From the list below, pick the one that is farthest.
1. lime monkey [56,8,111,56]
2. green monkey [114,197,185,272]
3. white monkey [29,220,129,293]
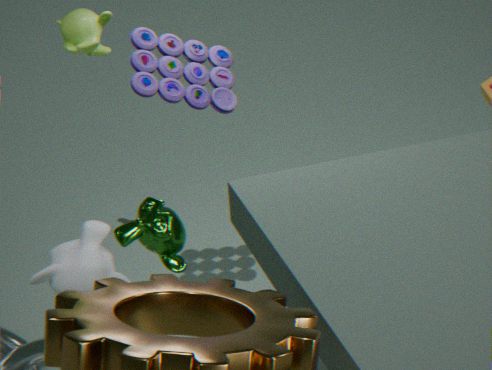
lime monkey [56,8,111,56]
